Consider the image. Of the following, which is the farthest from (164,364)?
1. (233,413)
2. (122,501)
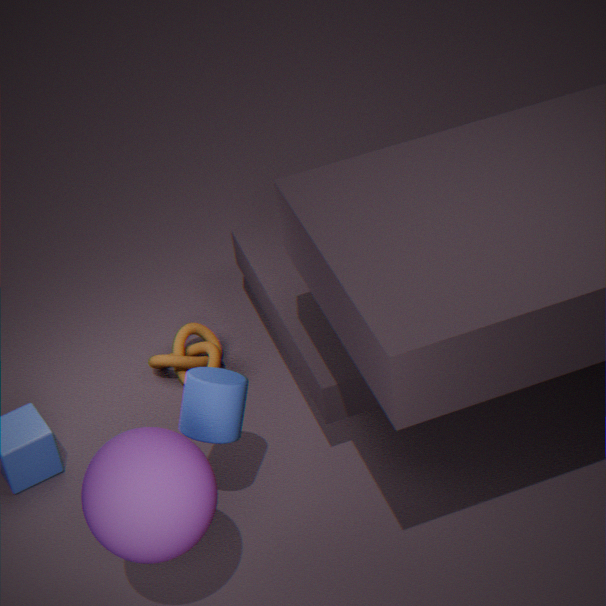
(122,501)
